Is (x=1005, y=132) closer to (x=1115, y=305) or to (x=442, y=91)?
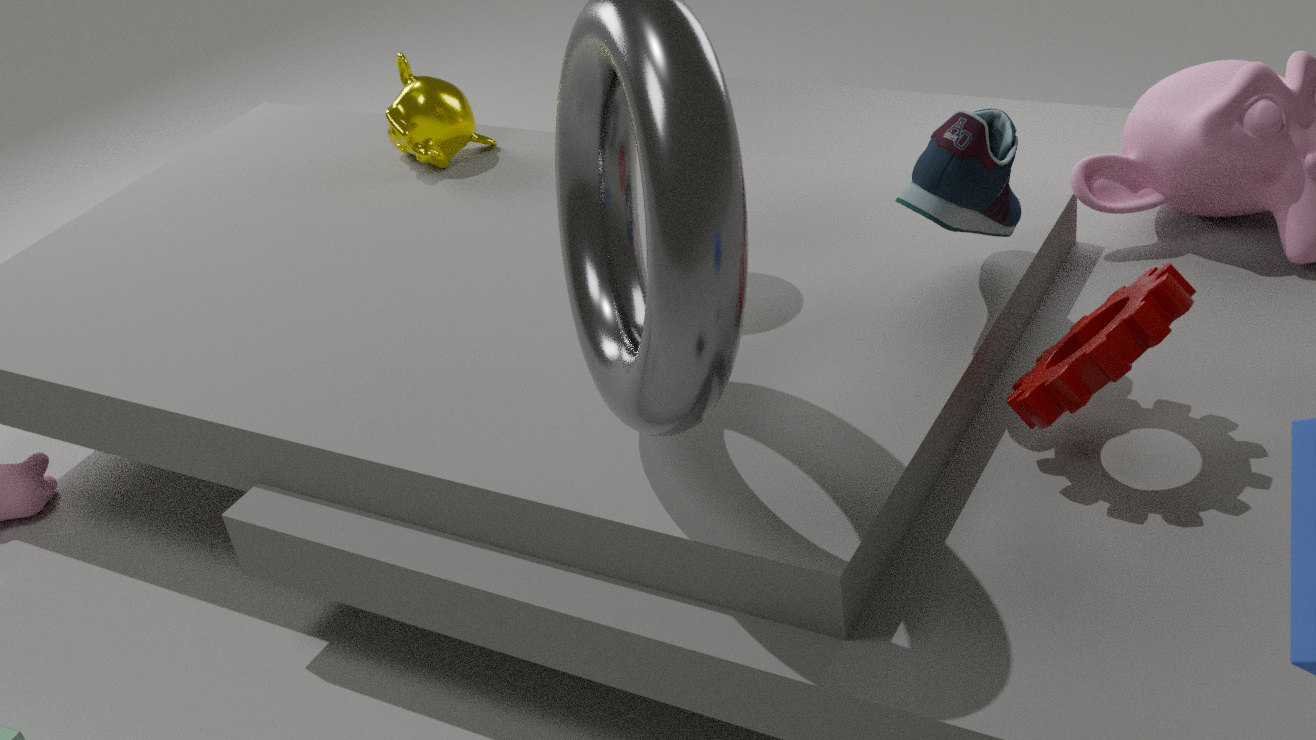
(x=1115, y=305)
